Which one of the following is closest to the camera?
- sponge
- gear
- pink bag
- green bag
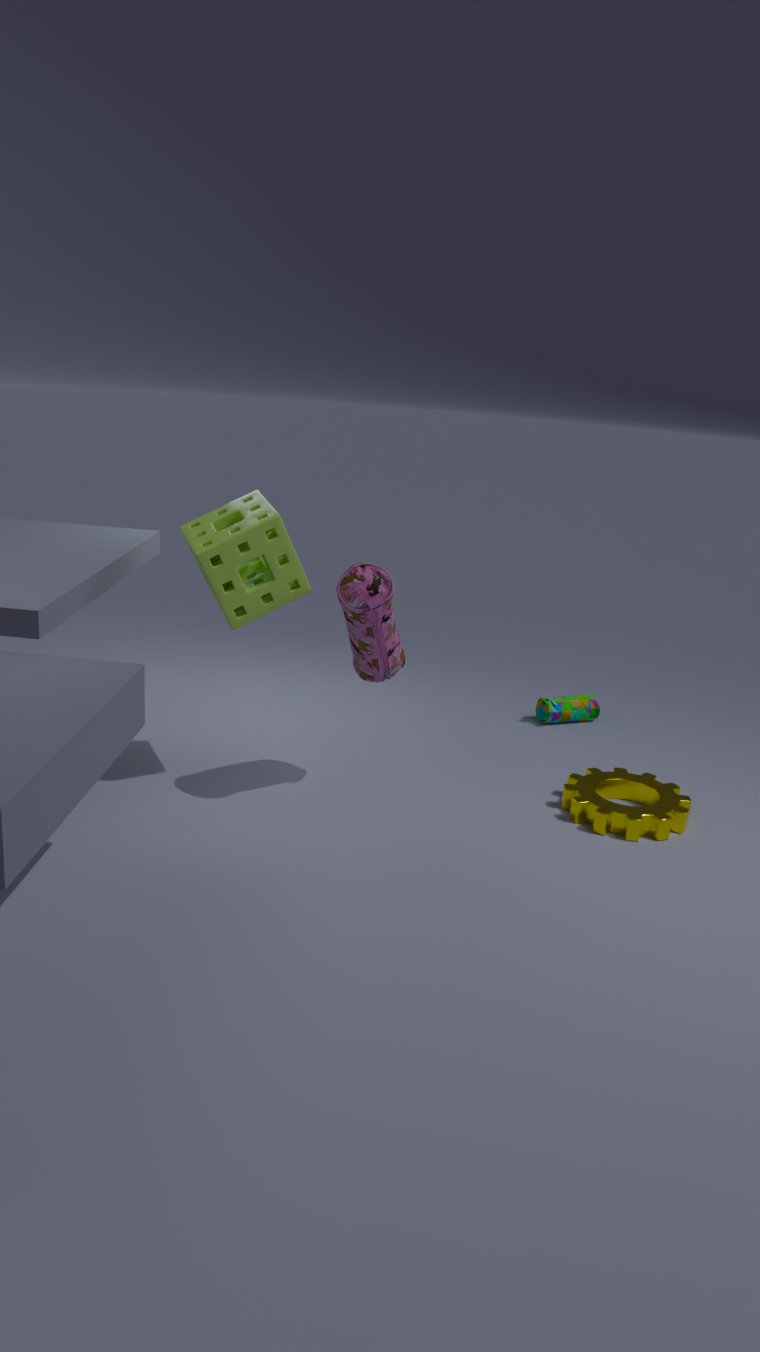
pink bag
